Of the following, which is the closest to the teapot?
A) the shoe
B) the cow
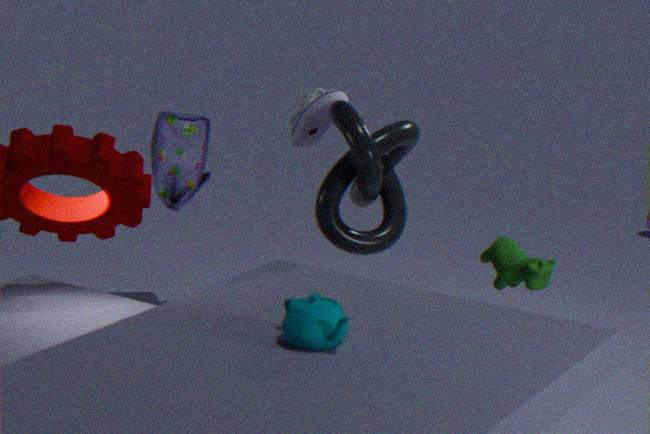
the cow
